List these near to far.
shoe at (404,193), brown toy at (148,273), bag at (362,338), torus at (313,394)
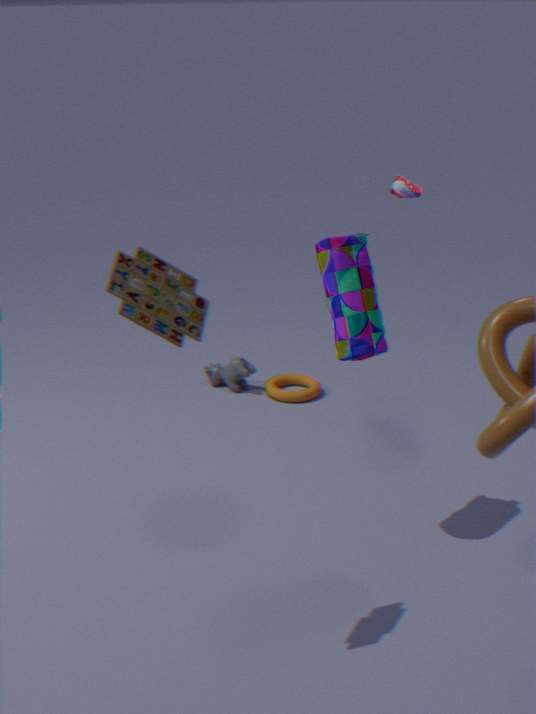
brown toy at (148,273)
bag at (362,338)
shoe at (404,193)
torus at (313,394)
